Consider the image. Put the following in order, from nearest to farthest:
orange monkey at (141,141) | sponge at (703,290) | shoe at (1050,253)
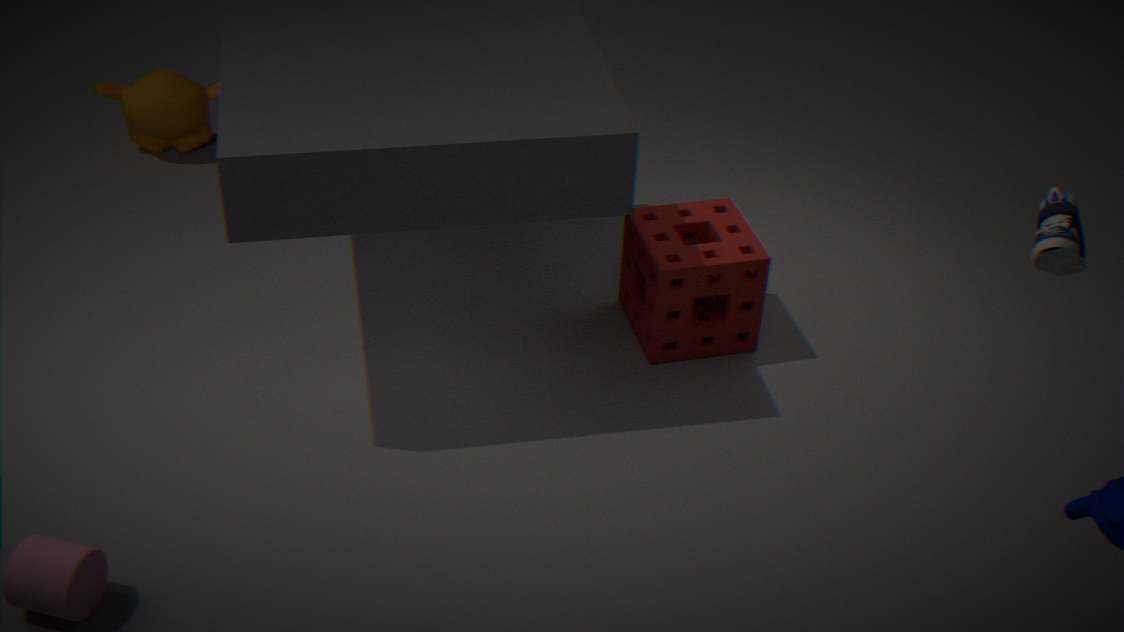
shoe at (1050,253), sponge at (703,290), orange monkey at (141,141)
